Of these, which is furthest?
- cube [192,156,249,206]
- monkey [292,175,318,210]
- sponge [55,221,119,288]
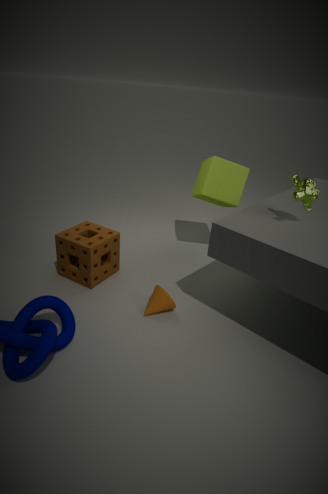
cube [192,156,249,206]
